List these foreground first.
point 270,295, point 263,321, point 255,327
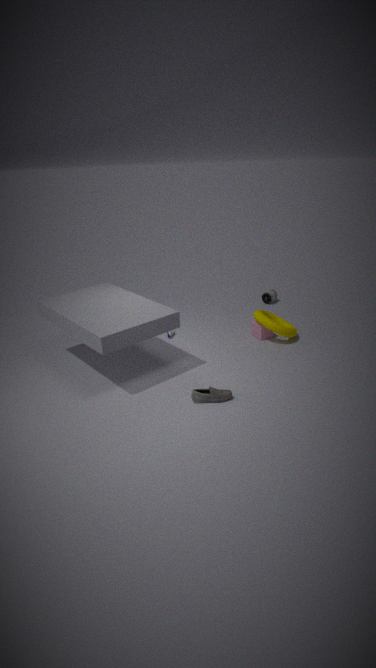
1. point 263,321
2. point 255,327
3. point 270,295
